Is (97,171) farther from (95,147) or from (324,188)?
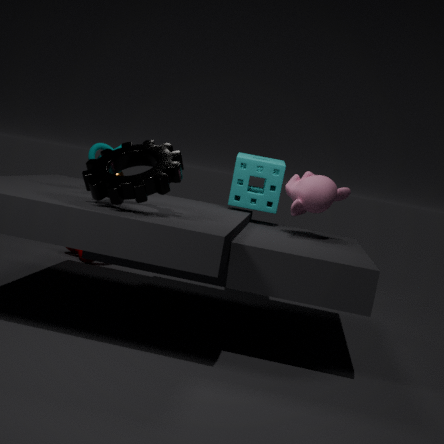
(324,188)
